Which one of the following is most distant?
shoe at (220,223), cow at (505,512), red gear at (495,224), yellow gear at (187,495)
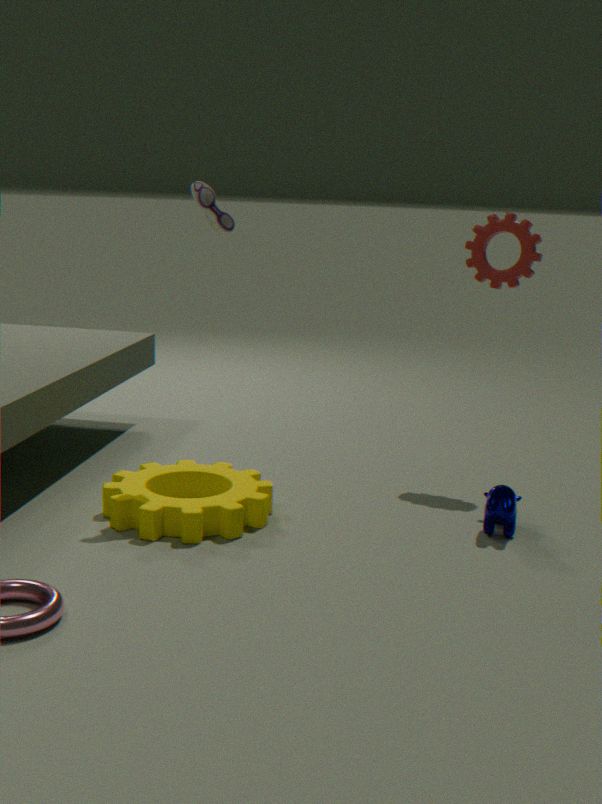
red gear at (495,224)
